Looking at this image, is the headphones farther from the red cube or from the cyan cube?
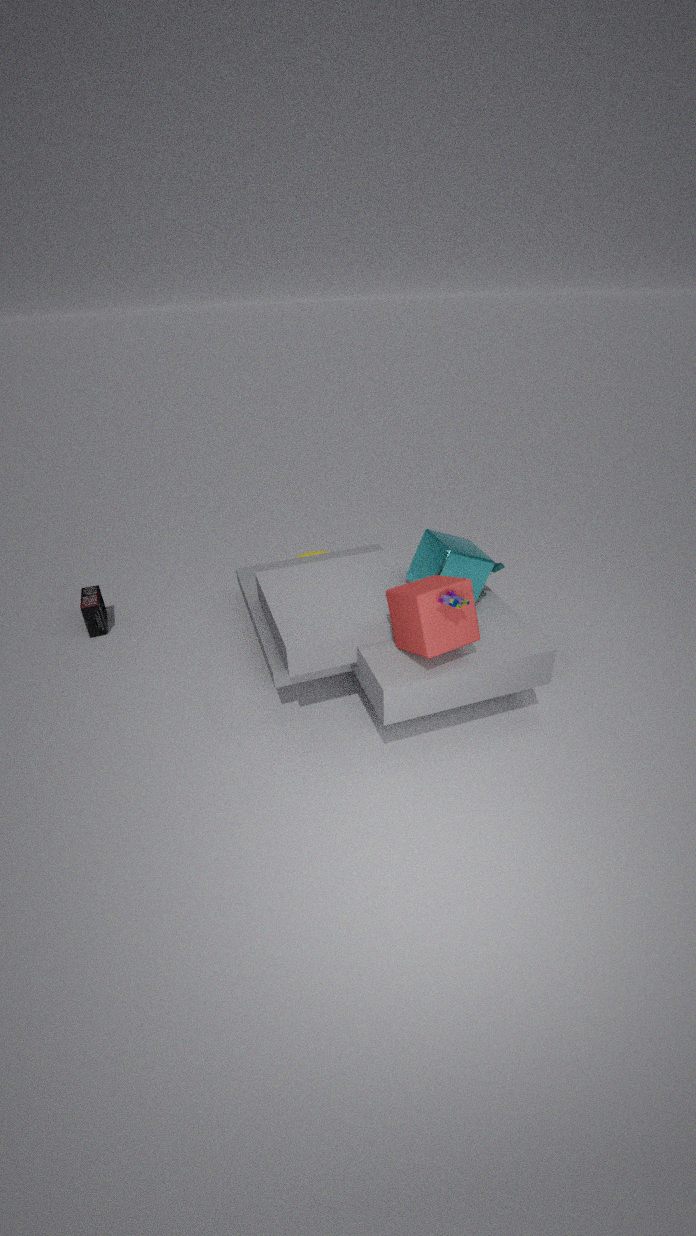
the red cube
